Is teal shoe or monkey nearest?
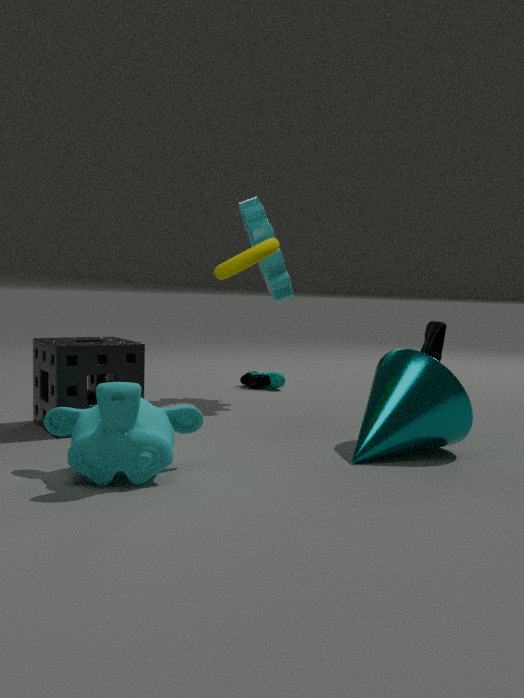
monkey
